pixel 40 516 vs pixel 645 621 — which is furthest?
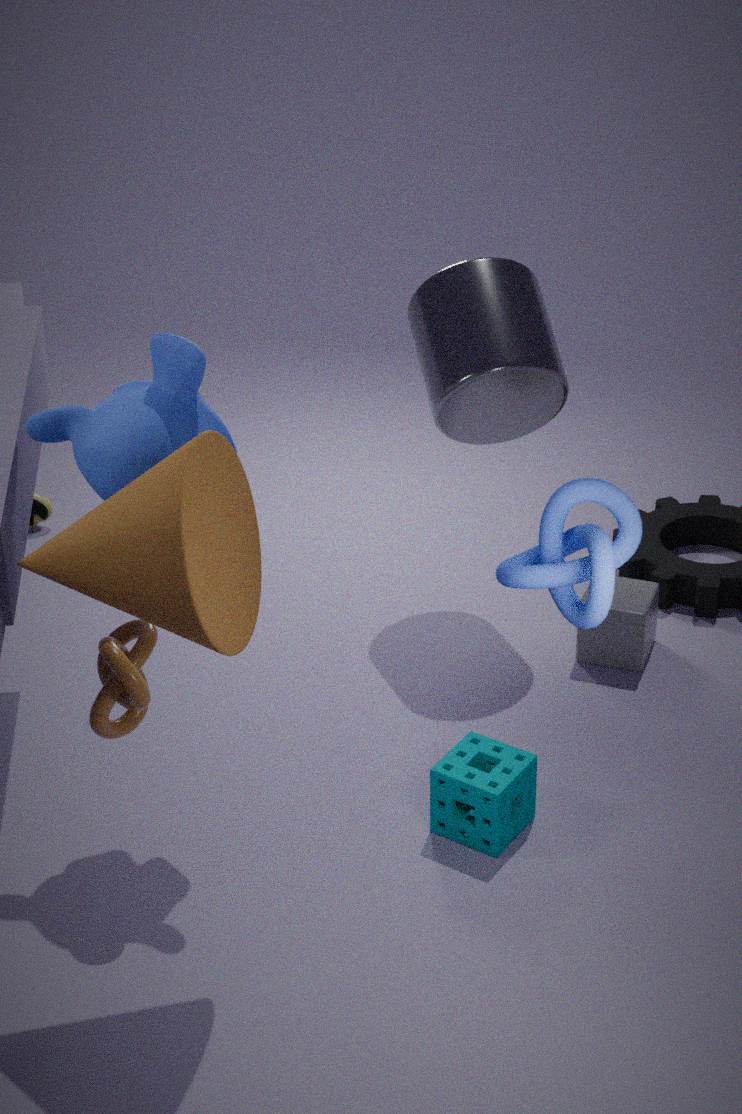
pixel 40 516
